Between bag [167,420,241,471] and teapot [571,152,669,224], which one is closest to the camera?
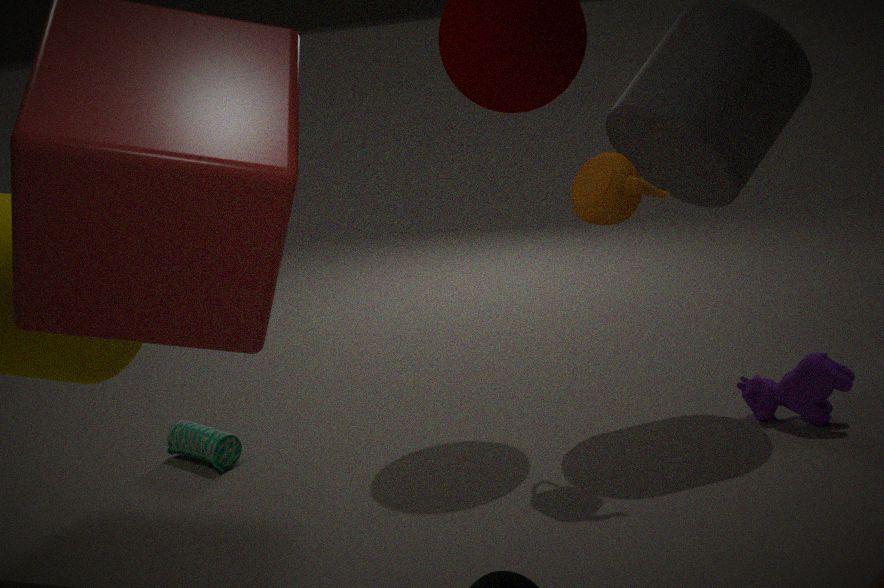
teapot [571,152,669,224]
